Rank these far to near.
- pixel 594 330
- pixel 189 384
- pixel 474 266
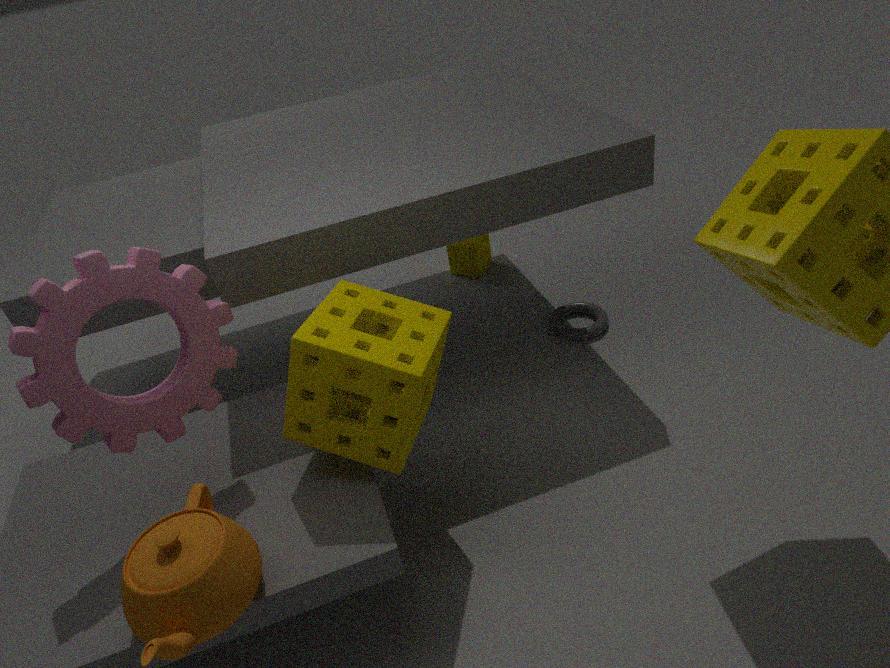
1. pixel 474 266
2. pixel 594 330
3. pixel 189 384
